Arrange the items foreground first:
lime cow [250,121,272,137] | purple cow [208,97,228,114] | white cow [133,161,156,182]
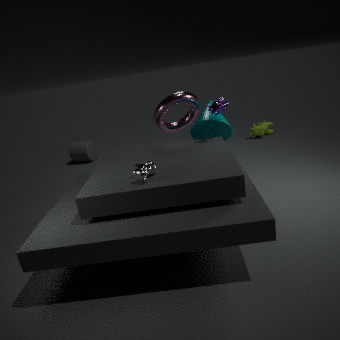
1. white cow [133,161,156,182]
2. purple cow [208,97,228,114]
3. lime cow [250,121,272,137]
